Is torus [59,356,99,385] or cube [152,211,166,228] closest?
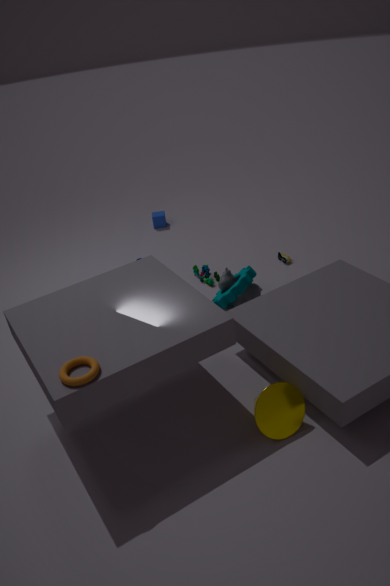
torus [59,356,99,385]
